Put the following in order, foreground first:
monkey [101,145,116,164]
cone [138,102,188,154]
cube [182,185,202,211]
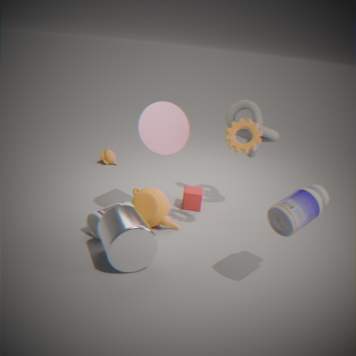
cone [138,102,188,154]
cube [182,185,202,211]
monkey [101,145,116,164]
